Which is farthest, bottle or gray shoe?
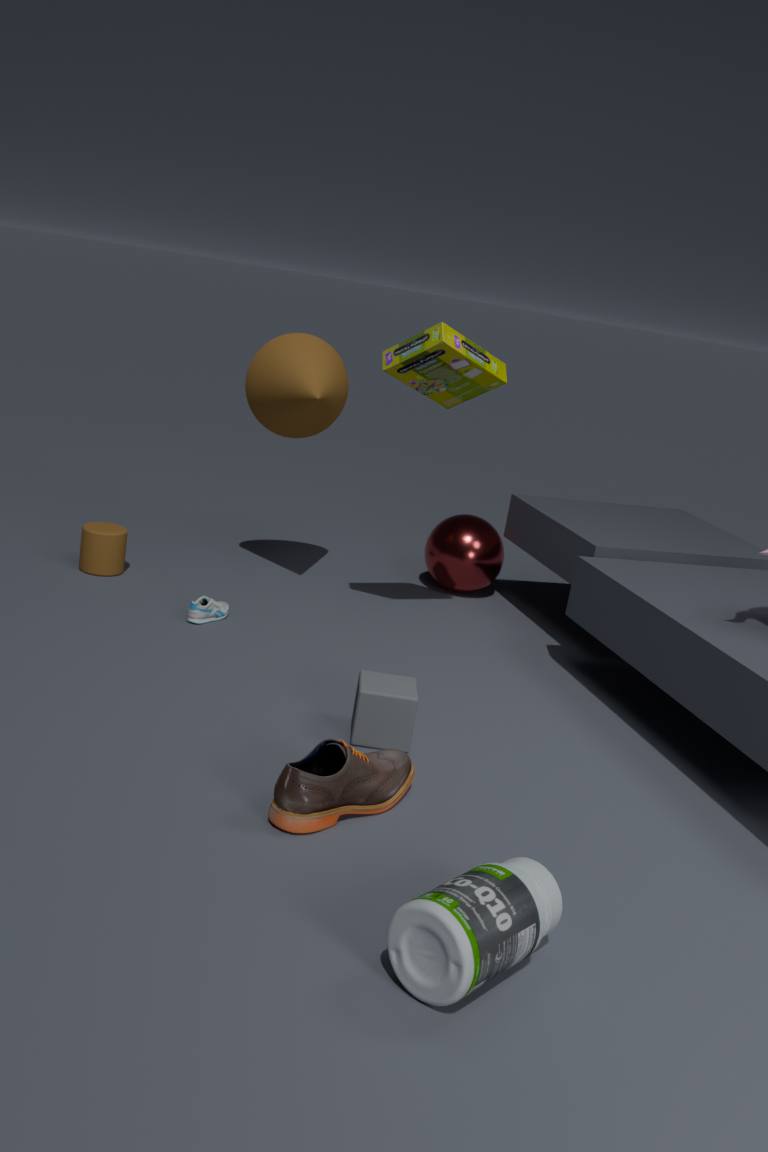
gray shoe
